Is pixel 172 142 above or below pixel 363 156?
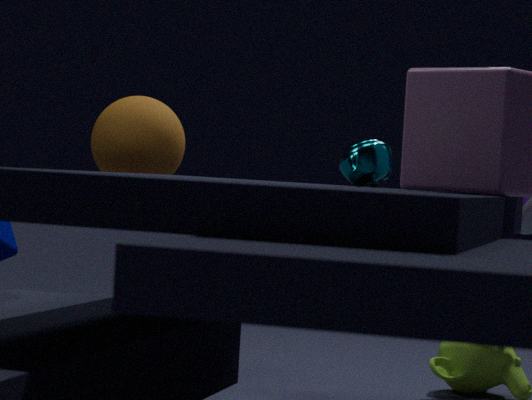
above
